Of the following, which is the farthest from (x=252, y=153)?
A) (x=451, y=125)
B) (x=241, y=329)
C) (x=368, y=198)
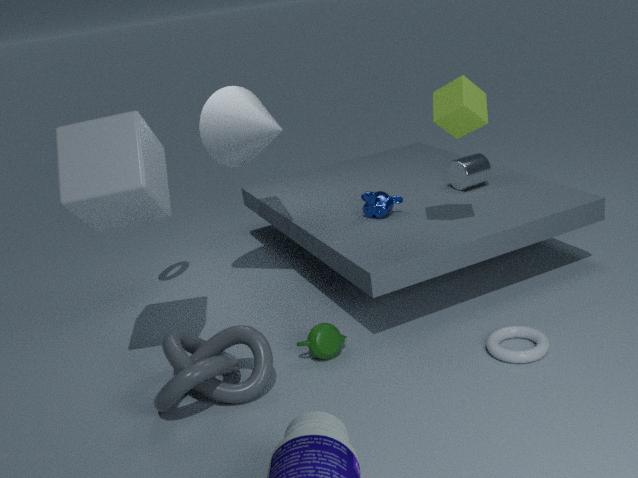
(x=241, y=329)
